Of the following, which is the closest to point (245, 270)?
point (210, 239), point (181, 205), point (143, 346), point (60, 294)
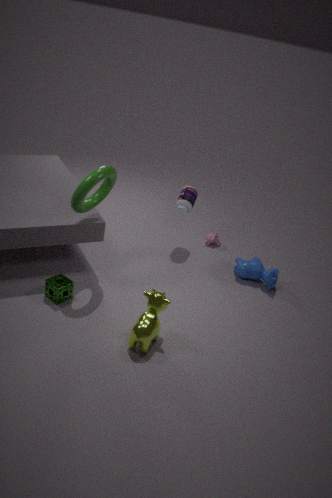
point (210, 239)
